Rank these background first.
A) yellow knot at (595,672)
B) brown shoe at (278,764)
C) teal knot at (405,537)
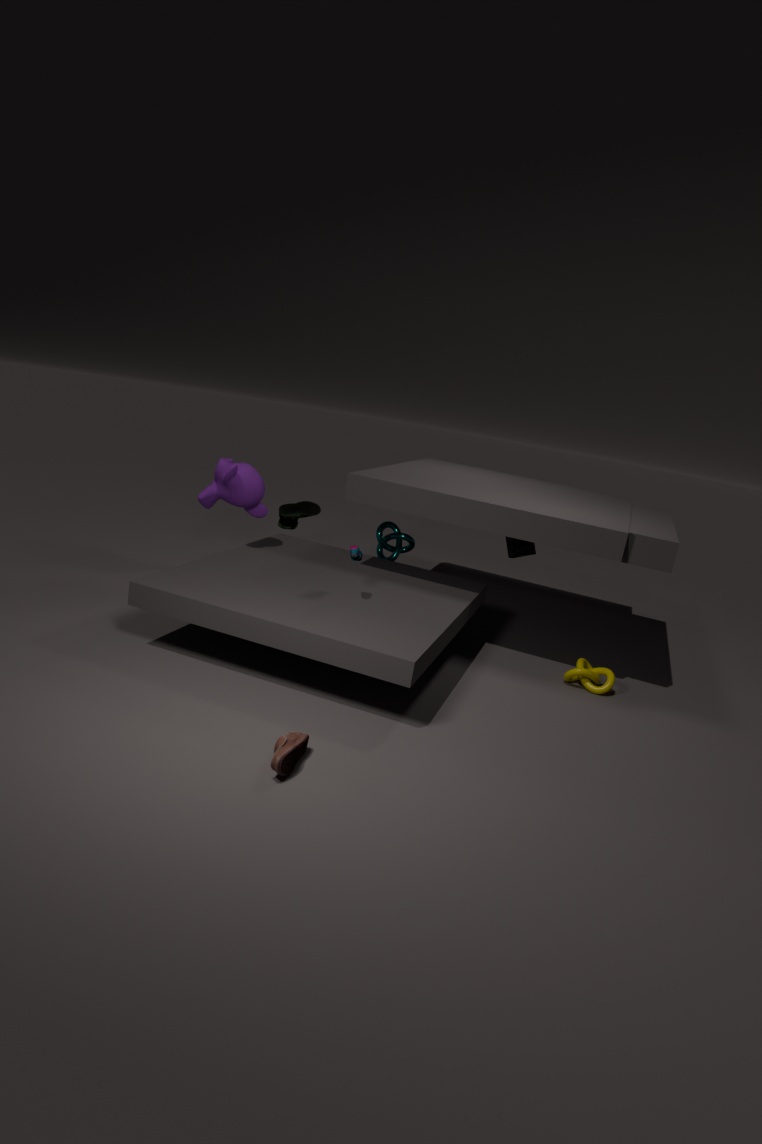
teal knot at (405,537) < yellow knot at (595,672) < brown shoe at (278,764)
